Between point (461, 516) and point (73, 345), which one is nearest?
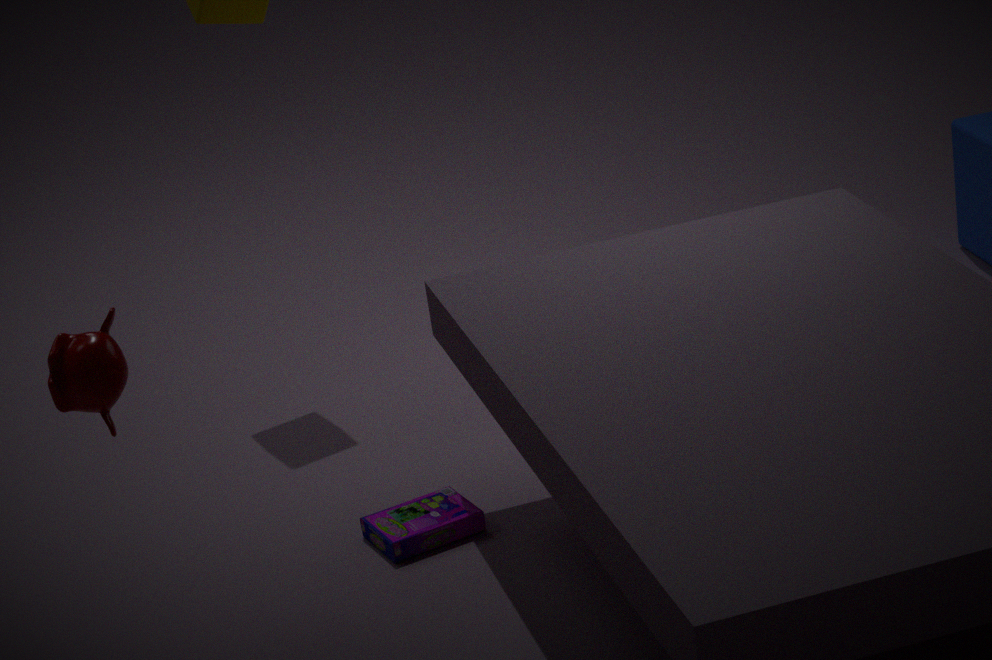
point (73, 345)
